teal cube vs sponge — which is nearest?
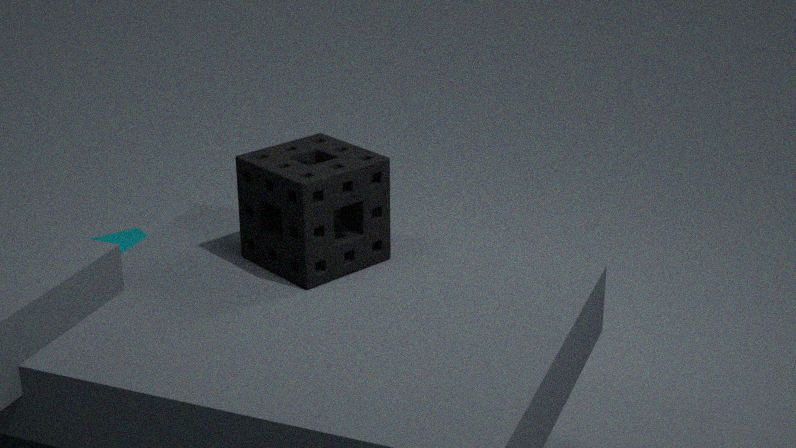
sponge
